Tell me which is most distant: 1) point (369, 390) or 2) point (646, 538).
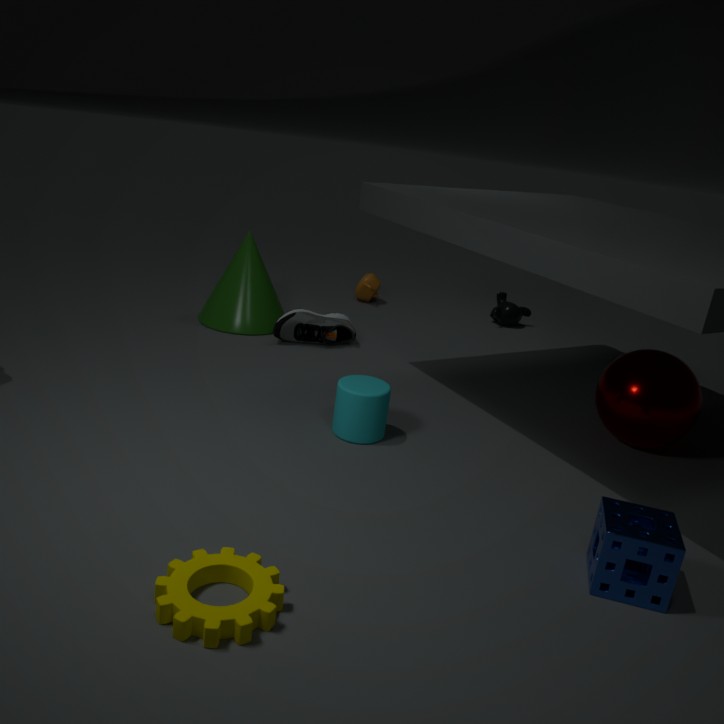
1. point (369, 390)
